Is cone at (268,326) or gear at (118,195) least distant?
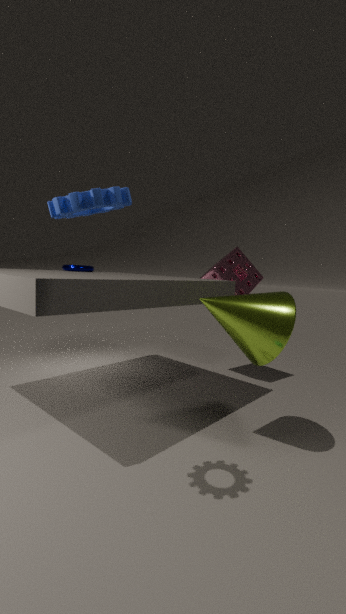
gear at (118,195)
